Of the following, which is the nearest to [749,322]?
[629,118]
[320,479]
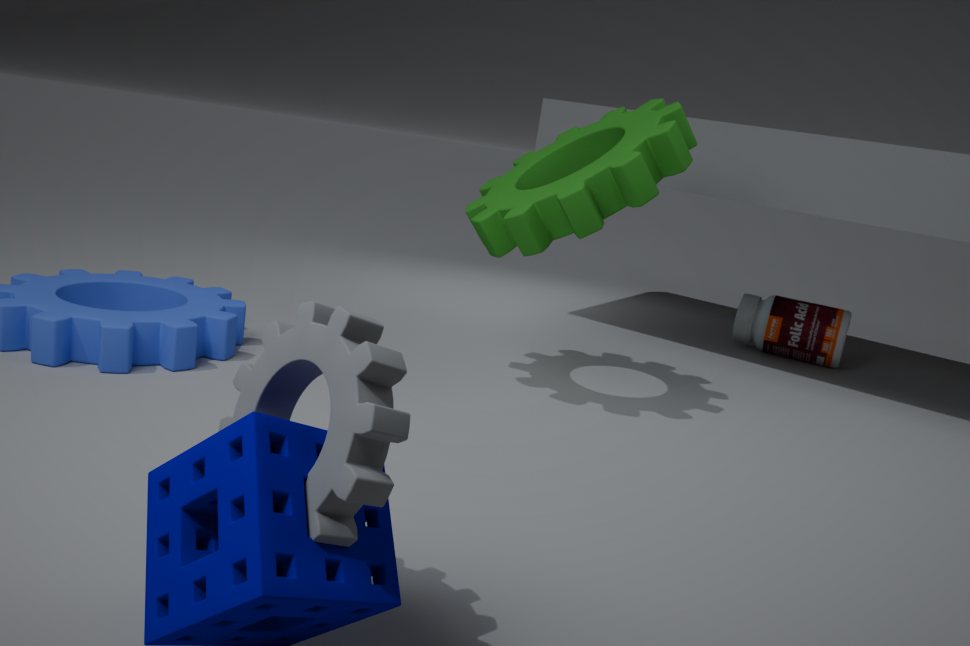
[629,118]
